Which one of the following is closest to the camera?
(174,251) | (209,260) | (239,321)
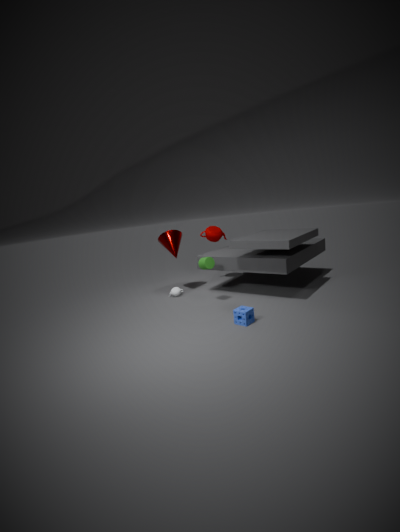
(239,321)
